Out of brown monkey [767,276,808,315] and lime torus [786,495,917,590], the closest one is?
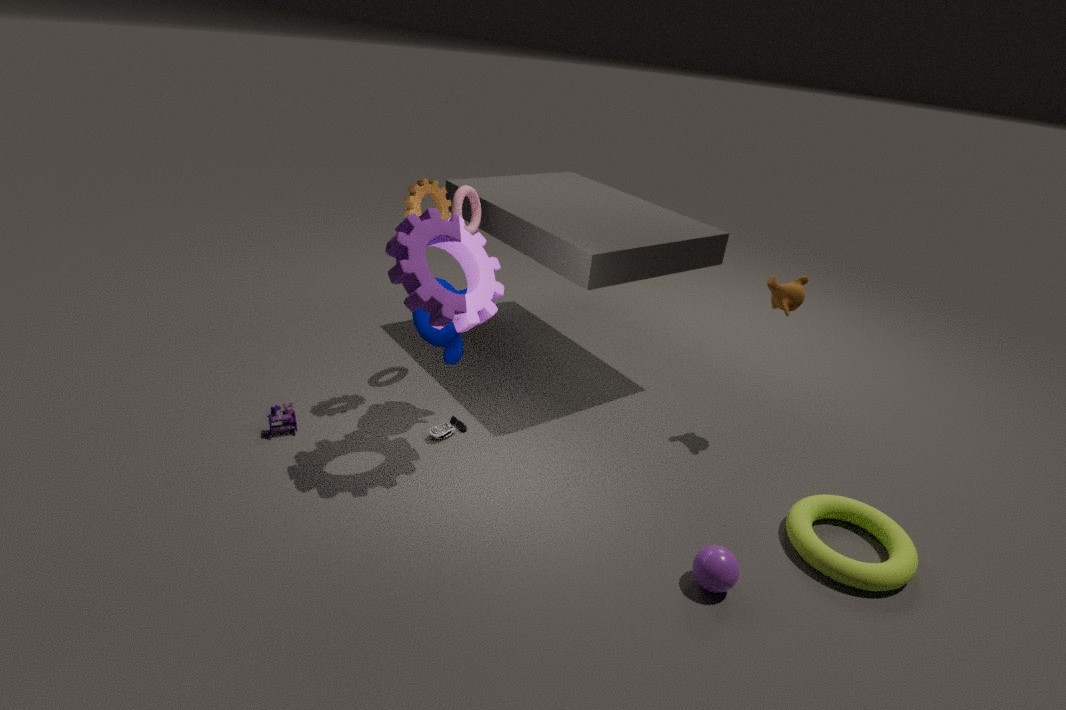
lime torus [786,495,917,590]
